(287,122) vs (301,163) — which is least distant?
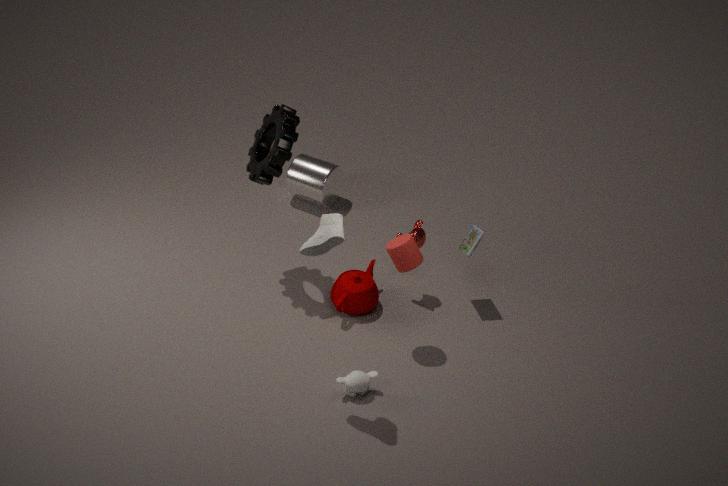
(287,122)
